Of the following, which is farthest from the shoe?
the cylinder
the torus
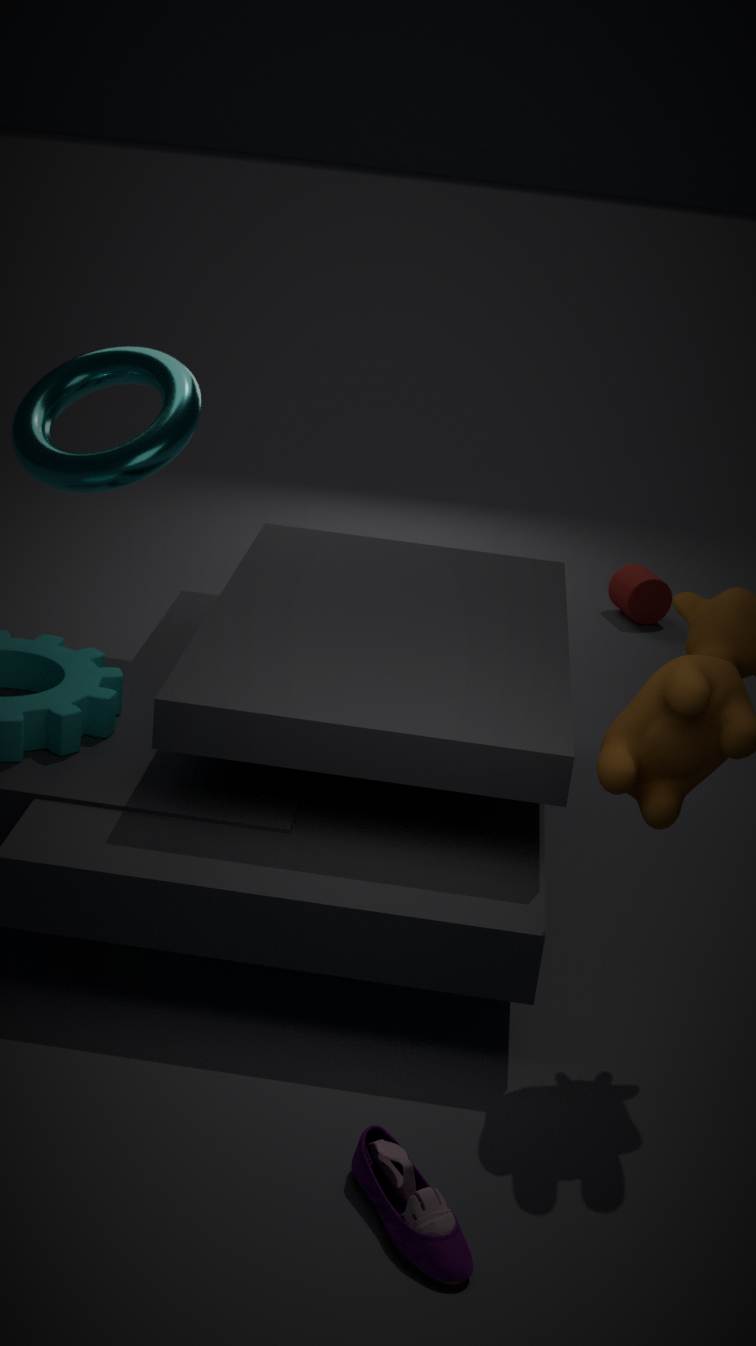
the cylinder
